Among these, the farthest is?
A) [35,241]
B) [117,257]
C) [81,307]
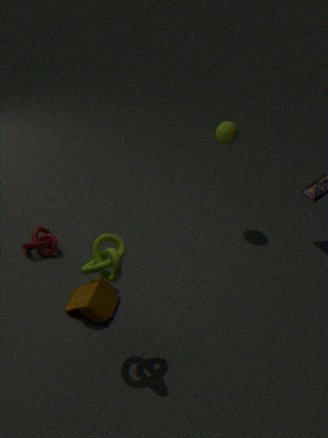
[35,241]
